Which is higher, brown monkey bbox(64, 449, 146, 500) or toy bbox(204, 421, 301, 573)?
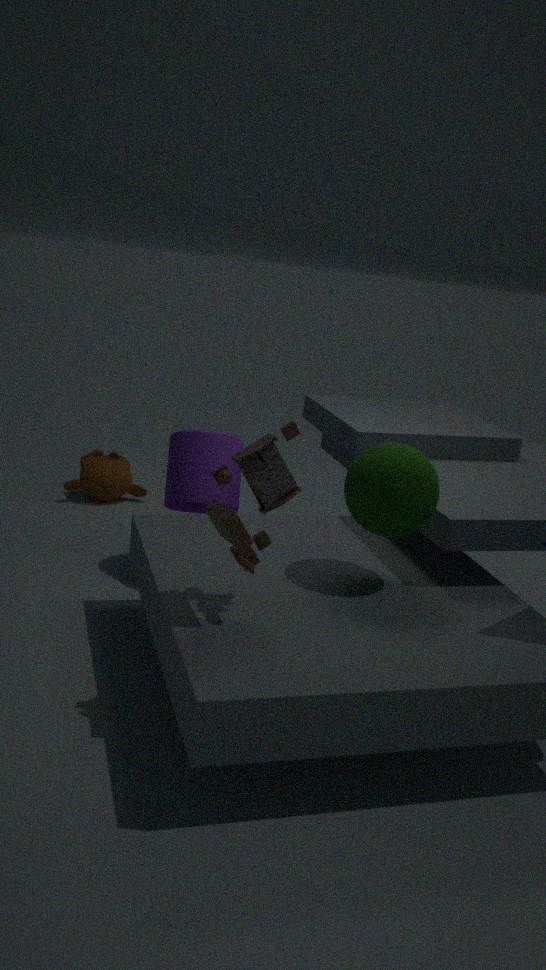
toy bbox(204, 421, 301, 573)
